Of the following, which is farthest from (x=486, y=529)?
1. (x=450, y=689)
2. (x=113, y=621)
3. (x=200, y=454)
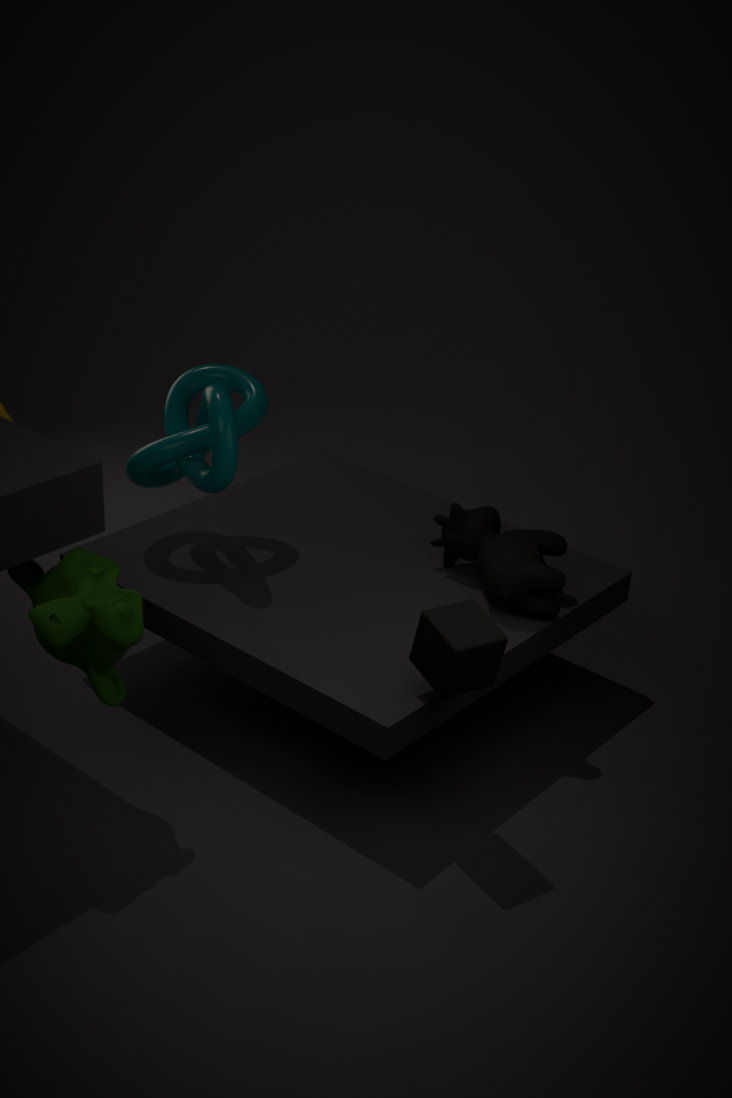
(x=113, y=621)
